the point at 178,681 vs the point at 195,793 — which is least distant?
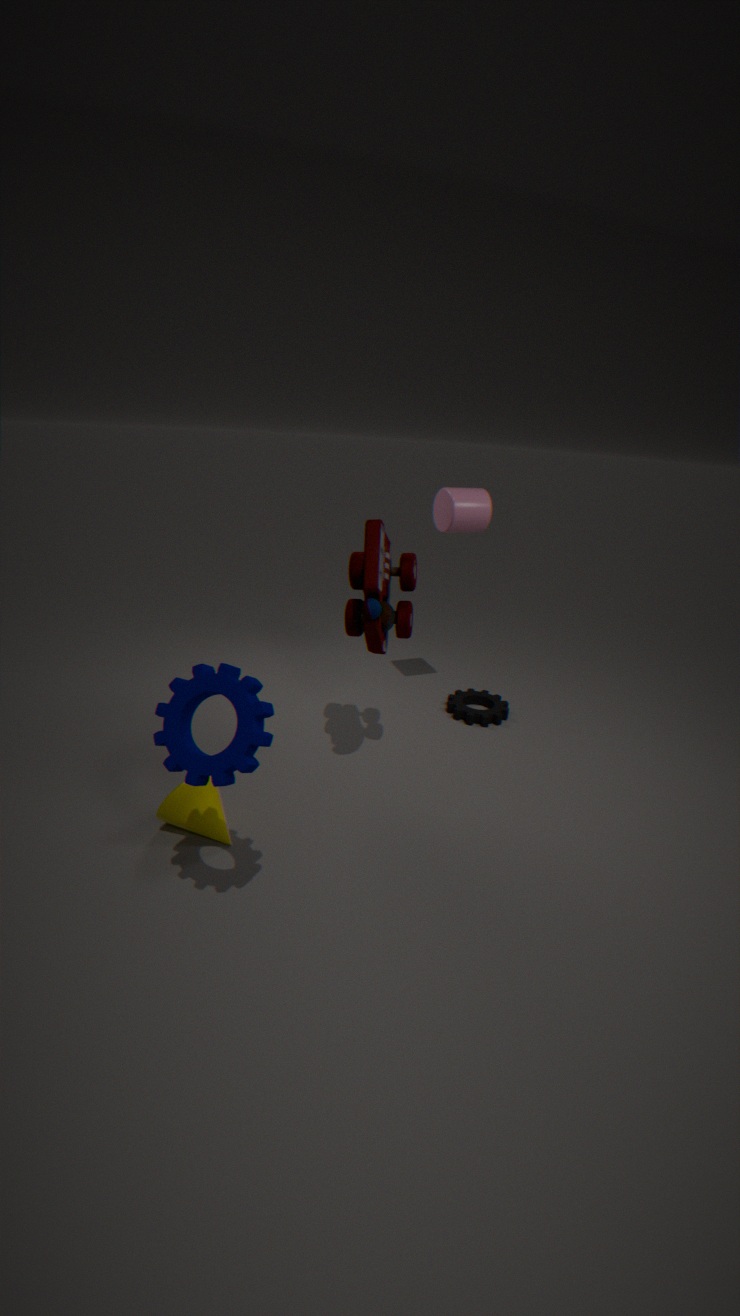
the point at 178,681
